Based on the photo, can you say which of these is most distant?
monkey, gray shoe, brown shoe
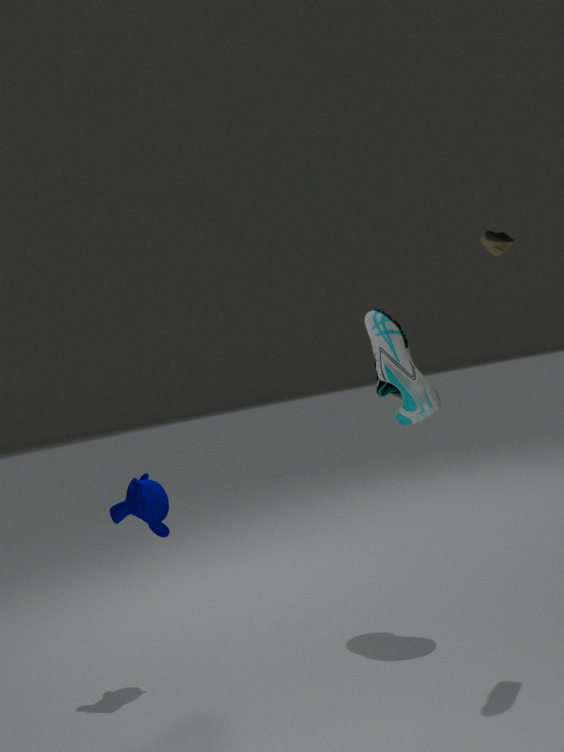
gray shoe
